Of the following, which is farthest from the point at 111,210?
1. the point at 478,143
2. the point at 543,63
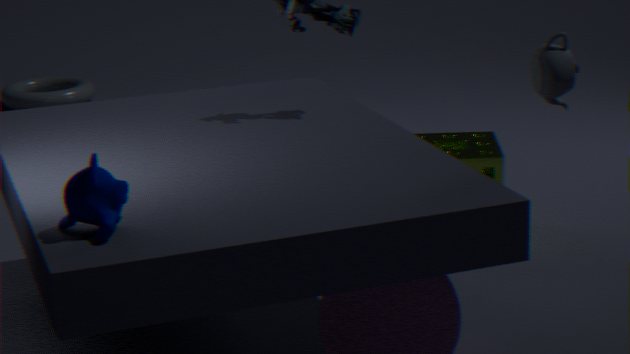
the point at 478,143
